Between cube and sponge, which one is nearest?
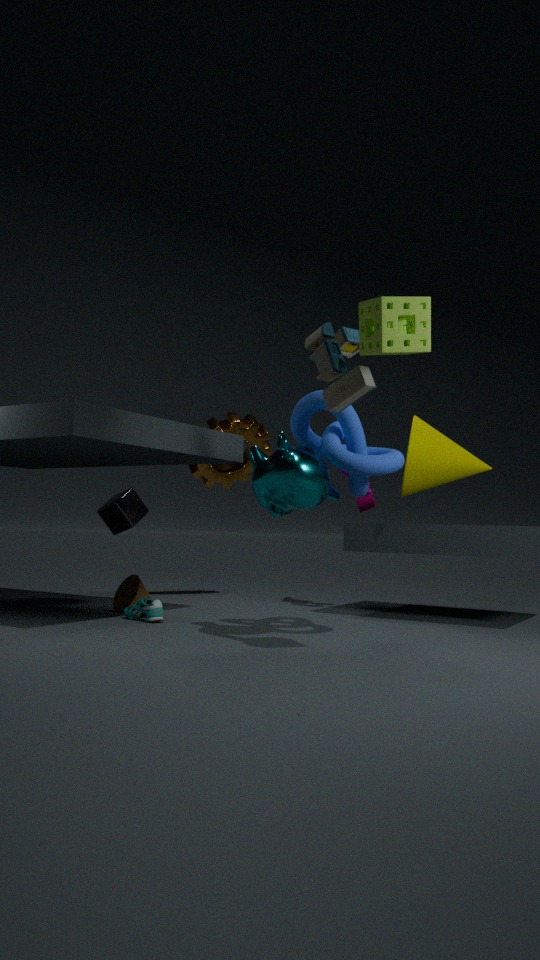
sponge
